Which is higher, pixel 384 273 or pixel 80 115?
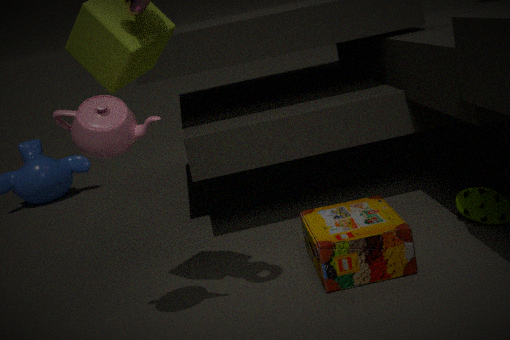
pixel 80 115
